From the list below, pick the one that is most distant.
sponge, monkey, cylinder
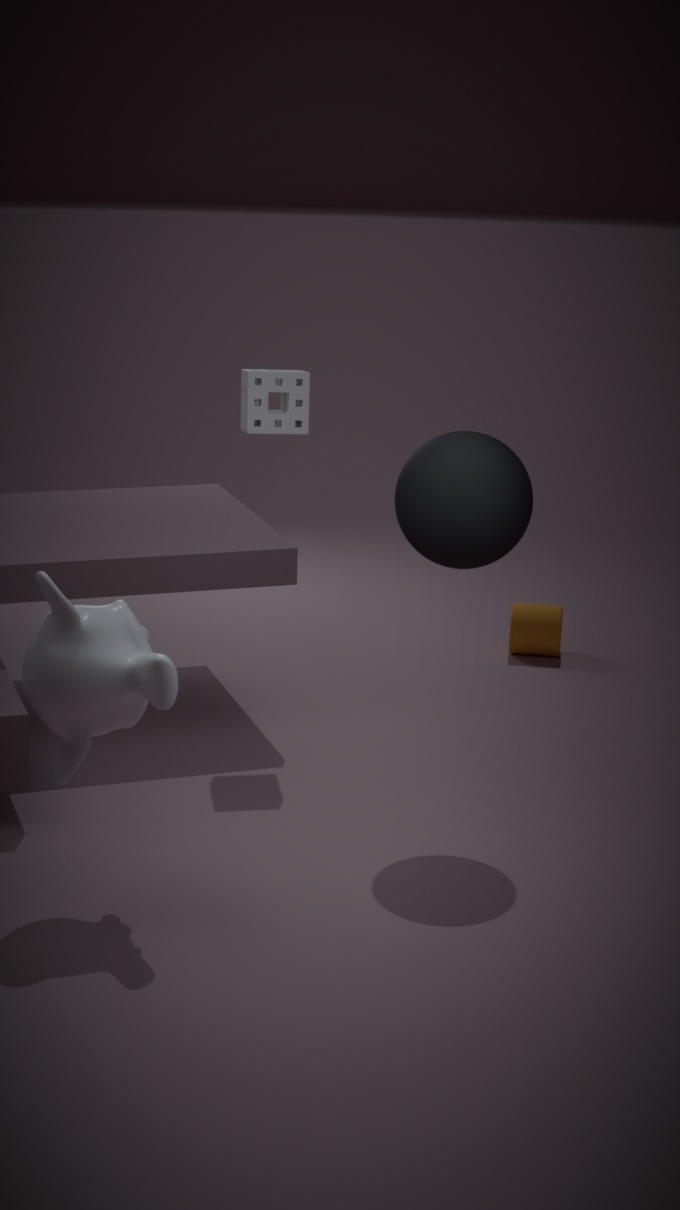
cylinder
